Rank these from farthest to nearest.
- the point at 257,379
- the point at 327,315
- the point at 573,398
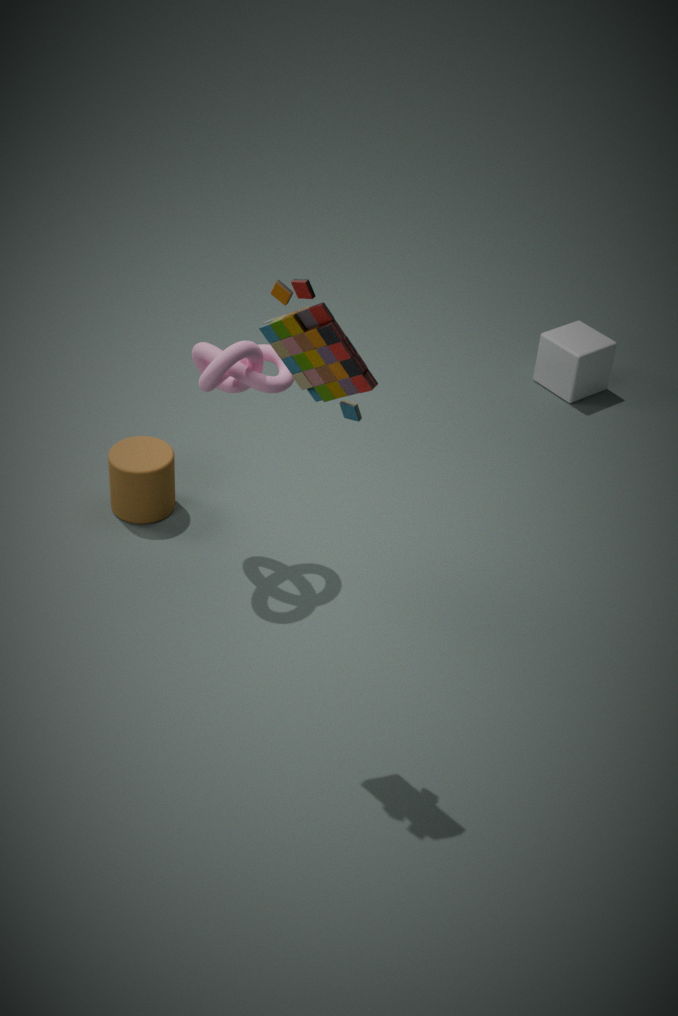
the point at 573,398, the point at 257,379, the point at 327,315
